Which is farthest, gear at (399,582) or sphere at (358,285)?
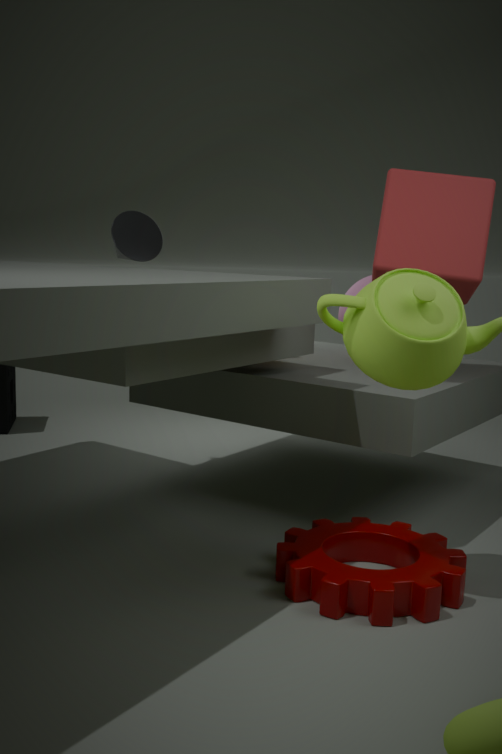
sphere at (358,285)
